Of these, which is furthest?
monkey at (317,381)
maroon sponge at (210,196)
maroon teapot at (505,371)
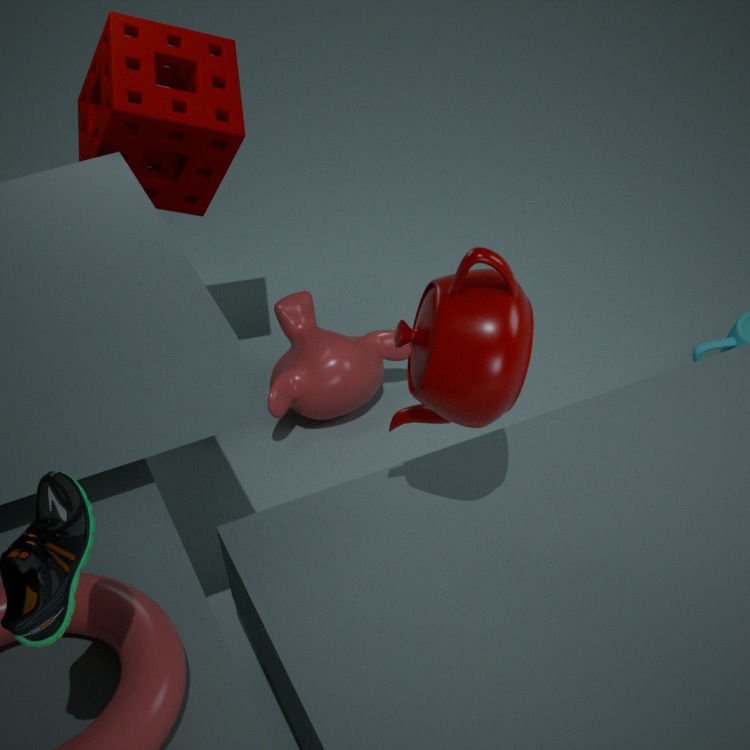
monkey at (317,381)
